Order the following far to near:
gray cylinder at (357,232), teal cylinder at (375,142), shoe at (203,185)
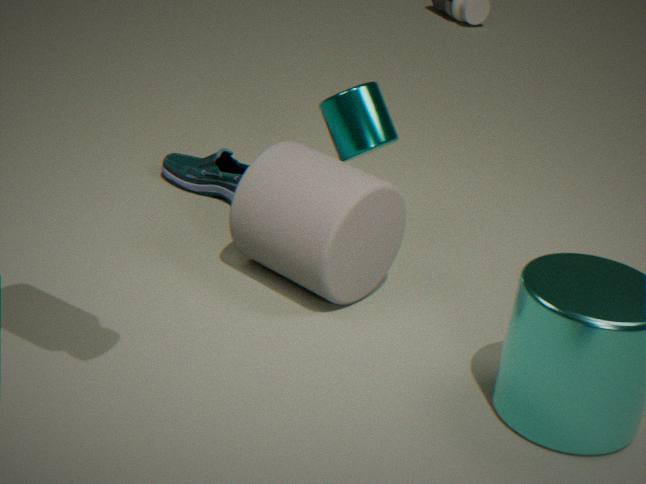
shoe at (203,185) → teal cylinder at (375,142) → gray cylinder at (357,232)
